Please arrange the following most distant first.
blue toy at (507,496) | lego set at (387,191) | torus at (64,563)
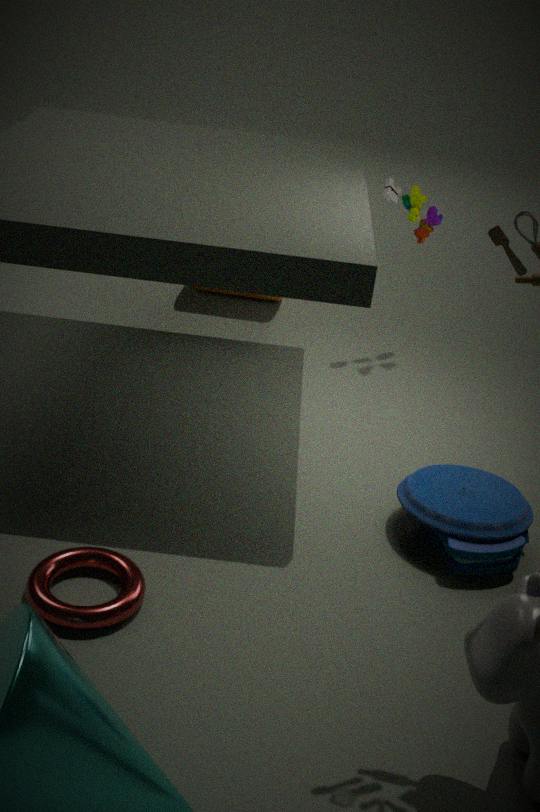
lego set at (387,191)
blue toy at (507,496)
torus at (64,563)
